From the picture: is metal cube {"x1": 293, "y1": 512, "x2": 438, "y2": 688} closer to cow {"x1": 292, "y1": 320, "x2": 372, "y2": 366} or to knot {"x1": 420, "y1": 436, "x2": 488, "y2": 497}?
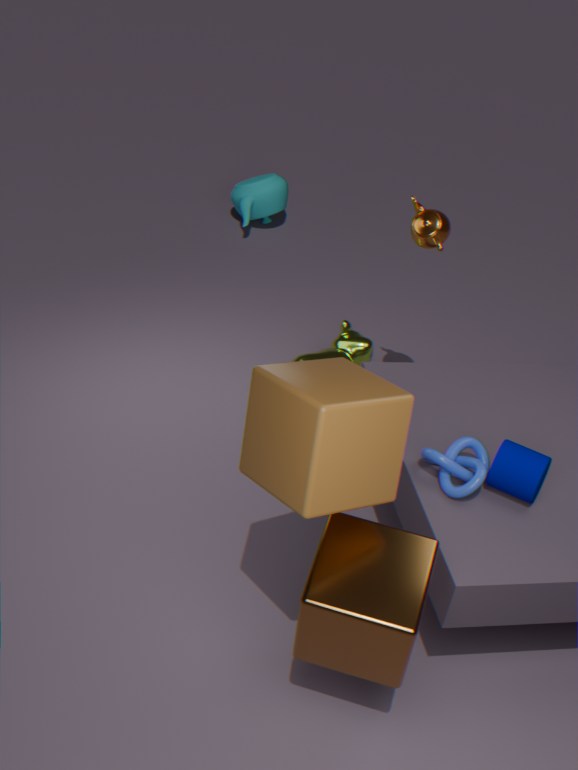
knot {"x1": 420, "y1": 436, "x2": 488, "y2": 497}
